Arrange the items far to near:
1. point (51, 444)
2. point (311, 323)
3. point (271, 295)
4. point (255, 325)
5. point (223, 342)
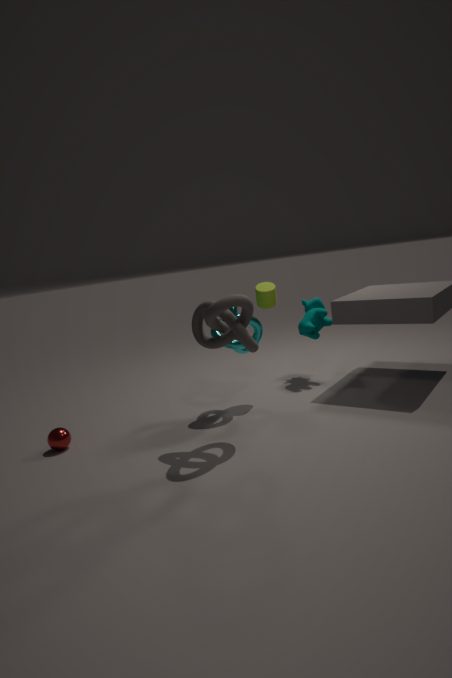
point (311, 323)
point (255, 325)
point (271, 295)
point (51, 444)
point (223, 342)
